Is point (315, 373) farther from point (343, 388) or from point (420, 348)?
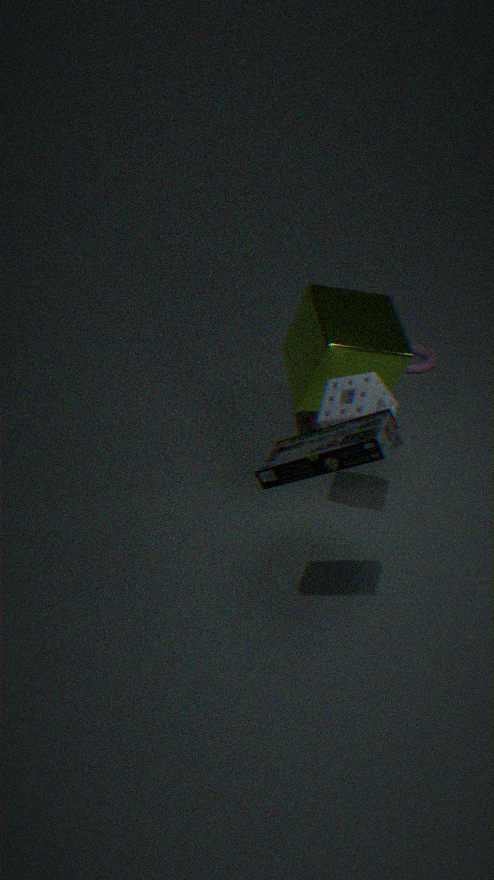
point (420, 348)
